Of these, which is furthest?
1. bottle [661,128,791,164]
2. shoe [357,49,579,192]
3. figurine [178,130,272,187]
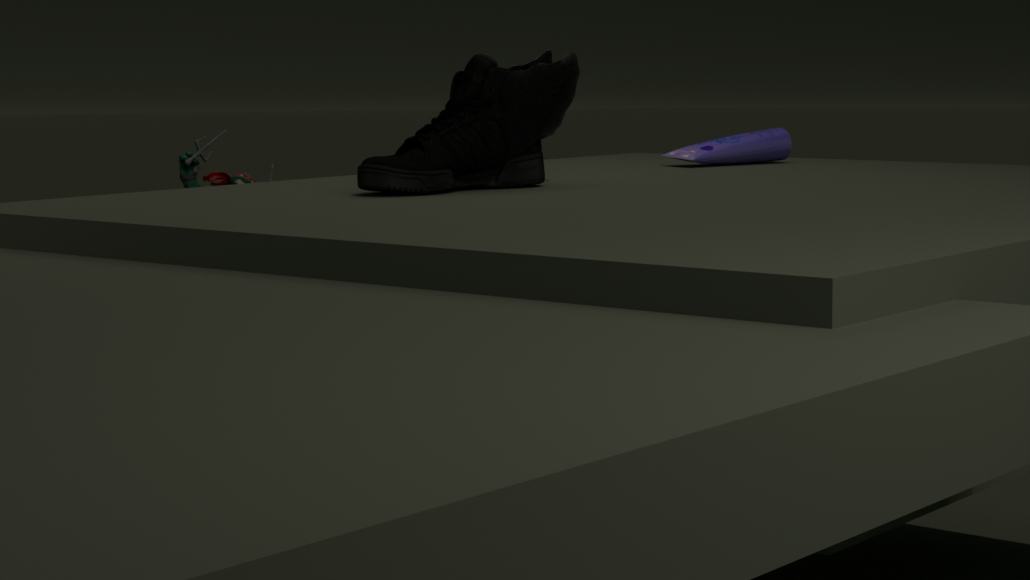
figurine [178,130,272,187]
